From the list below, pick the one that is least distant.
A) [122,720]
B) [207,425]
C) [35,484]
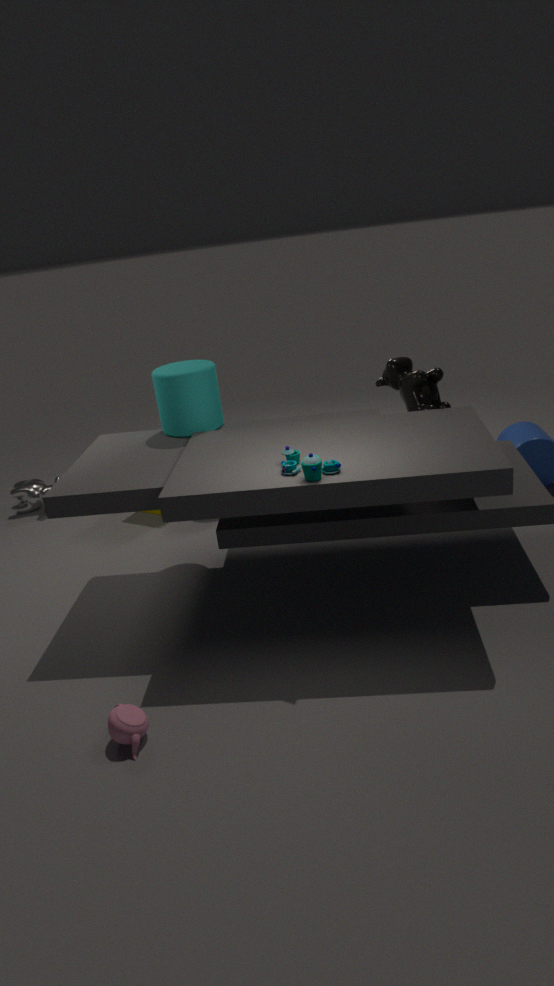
[122,720]
